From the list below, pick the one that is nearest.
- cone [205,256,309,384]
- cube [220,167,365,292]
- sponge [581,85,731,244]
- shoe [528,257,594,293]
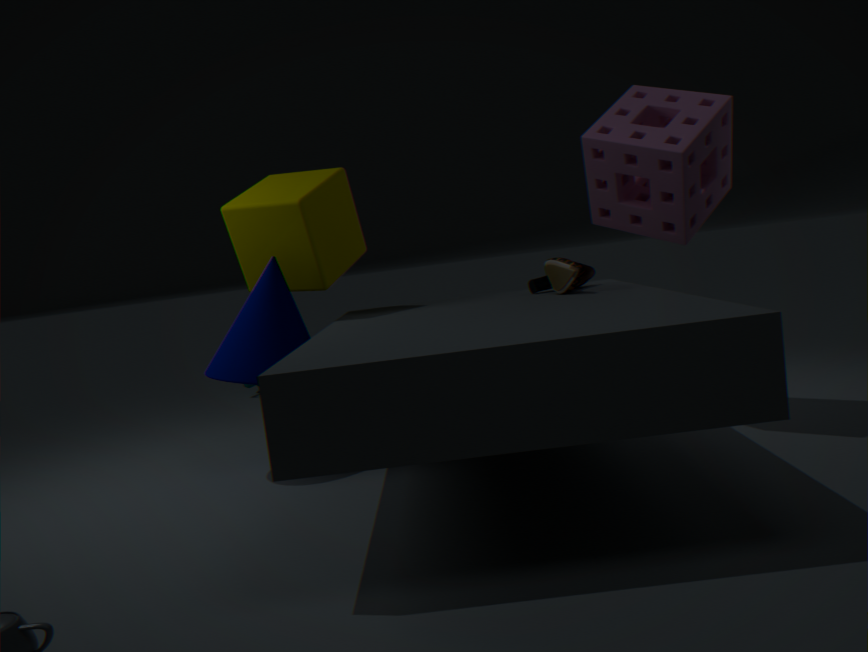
sponge [581,85,731,244]
